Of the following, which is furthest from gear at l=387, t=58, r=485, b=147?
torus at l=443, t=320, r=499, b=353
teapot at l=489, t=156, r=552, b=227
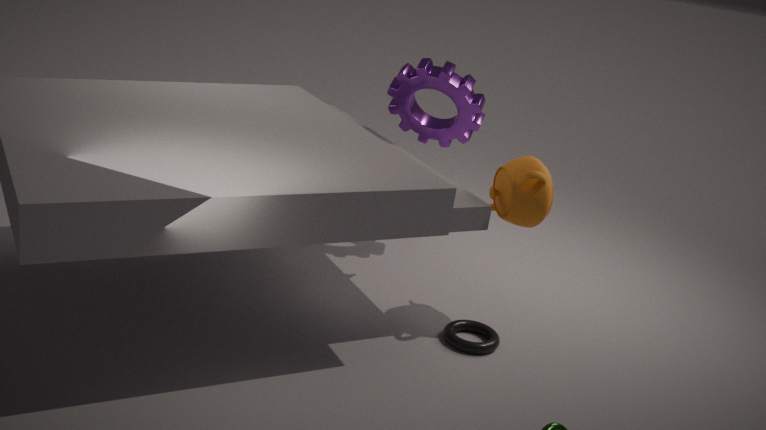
torus at l=443, t=320, r=499, b=353
